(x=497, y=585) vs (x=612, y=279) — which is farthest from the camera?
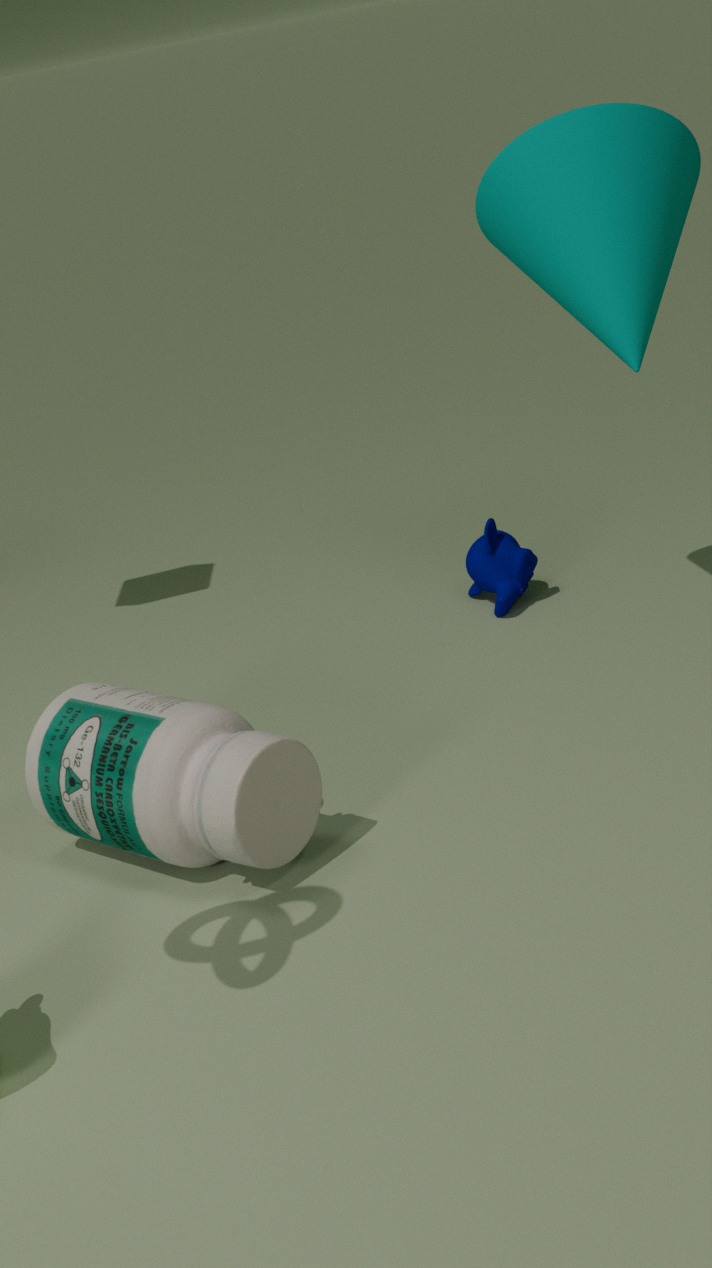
(x=497, y=585)
